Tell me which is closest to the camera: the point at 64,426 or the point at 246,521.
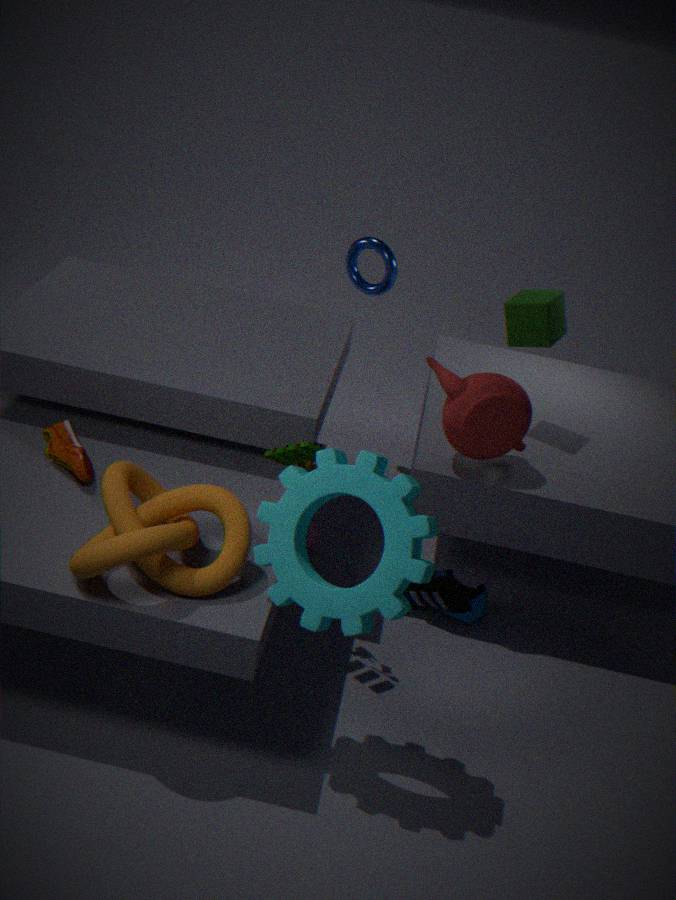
the point at 246,521
